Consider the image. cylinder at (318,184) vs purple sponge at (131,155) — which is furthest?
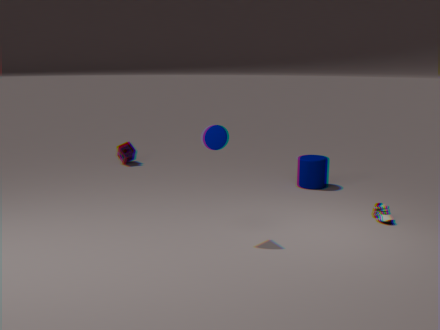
purple sponge at (131,155)
